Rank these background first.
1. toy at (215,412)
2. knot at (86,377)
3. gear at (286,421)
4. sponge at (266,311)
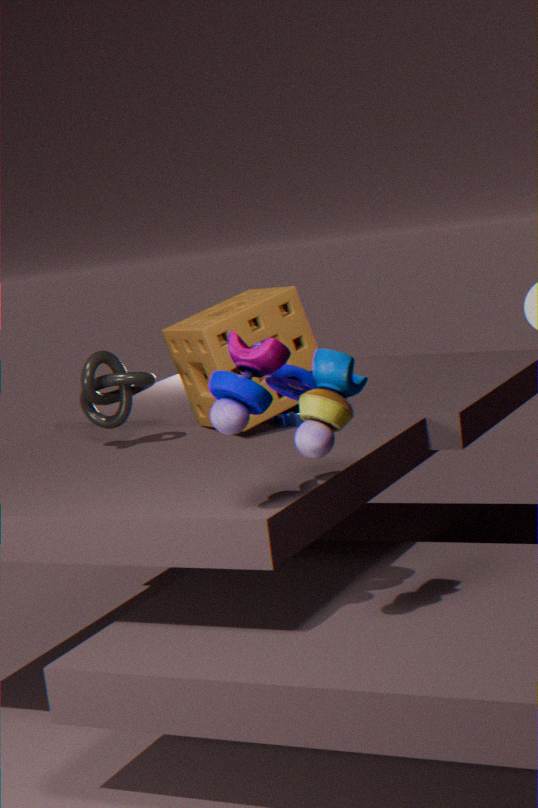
gear at (286,421) < knot at (86,377) < sponge at (266,311) < toy at (215,412)
